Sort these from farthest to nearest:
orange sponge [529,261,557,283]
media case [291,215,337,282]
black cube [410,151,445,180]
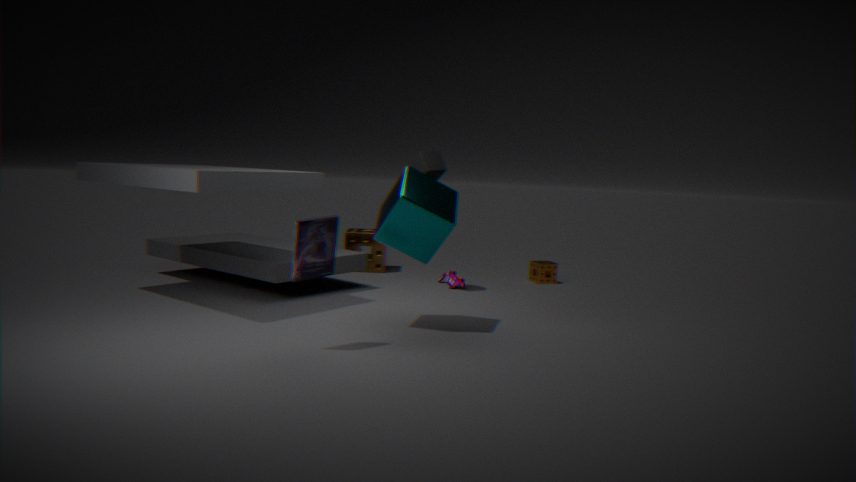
orange sponge [529,261,557,283] → black cube [410,151,445,180] → media case [291,215,337,282]
